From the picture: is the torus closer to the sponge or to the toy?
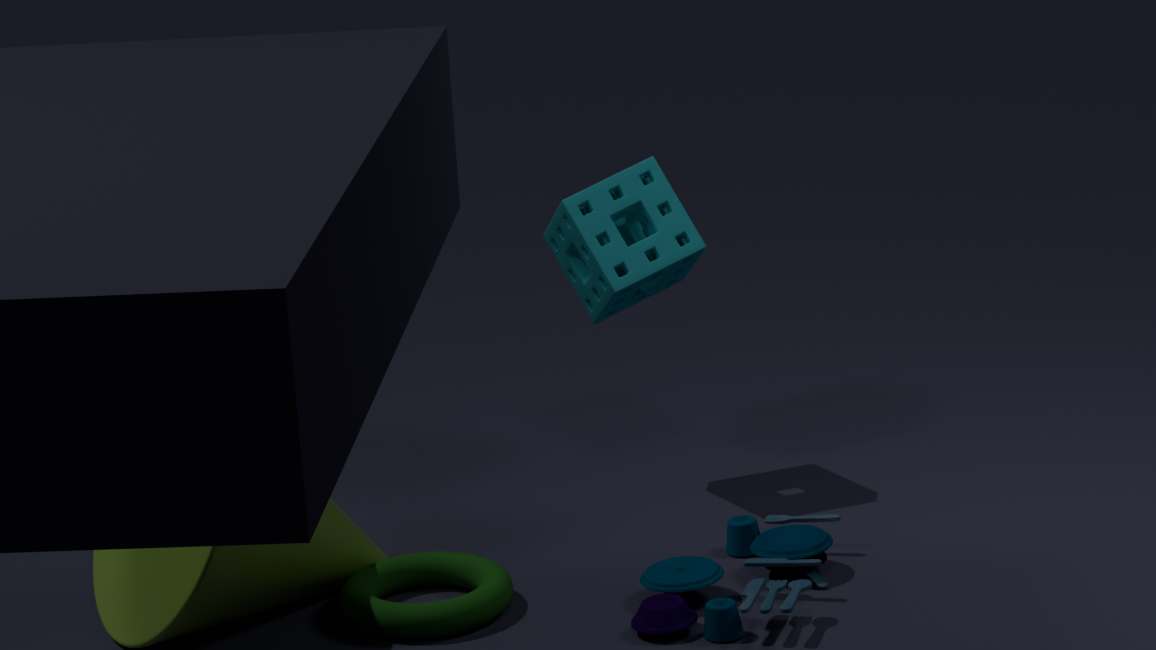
the toy
